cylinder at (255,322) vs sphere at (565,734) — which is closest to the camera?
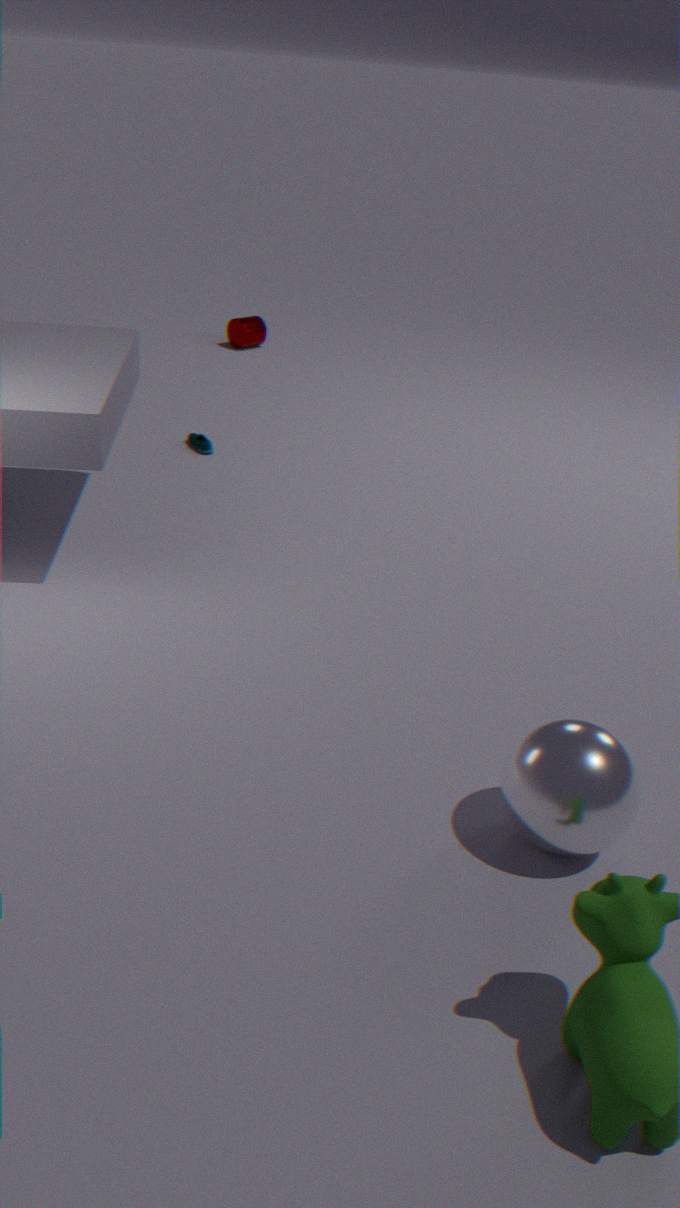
sphere at (565,734)
